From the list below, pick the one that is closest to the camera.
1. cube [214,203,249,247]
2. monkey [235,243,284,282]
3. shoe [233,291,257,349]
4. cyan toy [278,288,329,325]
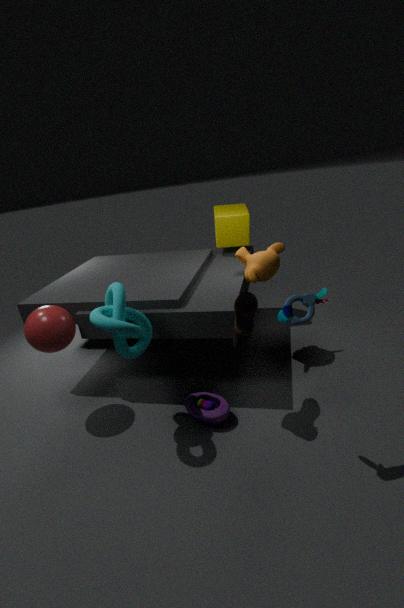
cyan toy [278,288,329,325]
